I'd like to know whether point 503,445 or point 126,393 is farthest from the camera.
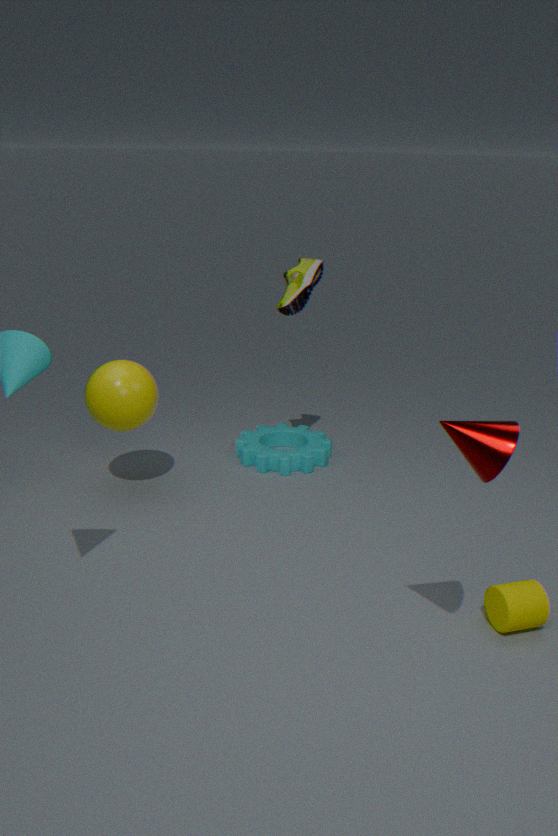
point 126,393
